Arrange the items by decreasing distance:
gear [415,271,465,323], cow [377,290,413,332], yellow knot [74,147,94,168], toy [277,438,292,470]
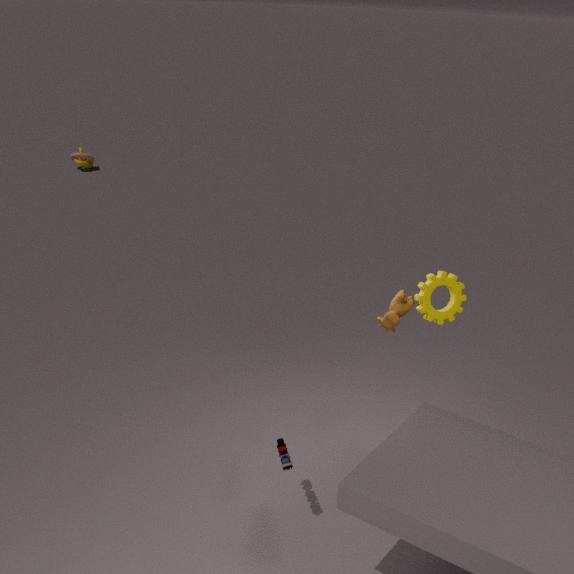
yellow knot [74,147,94,168], cow [377,290,413,332], gear [415,271,465,323], toy [277,438,292,470]
